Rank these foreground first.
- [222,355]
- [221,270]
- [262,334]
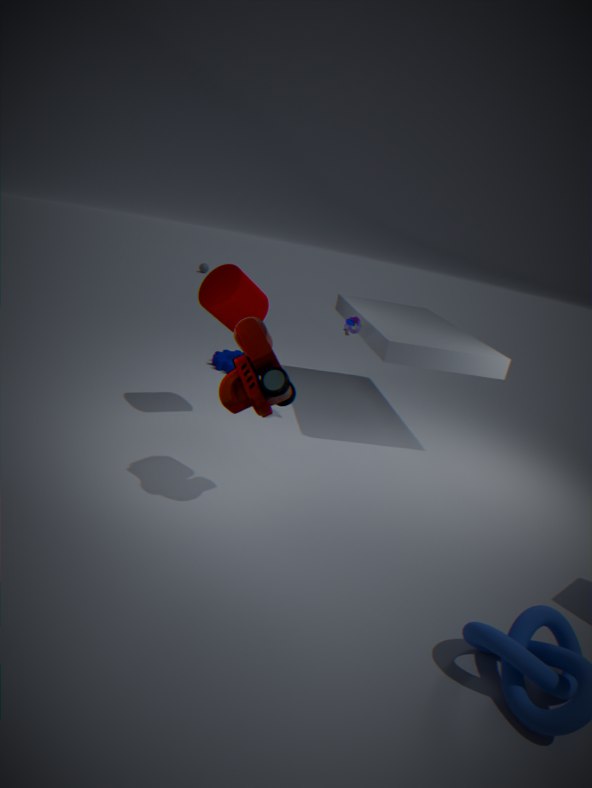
[262,334] → [221,270] → [222,355]
